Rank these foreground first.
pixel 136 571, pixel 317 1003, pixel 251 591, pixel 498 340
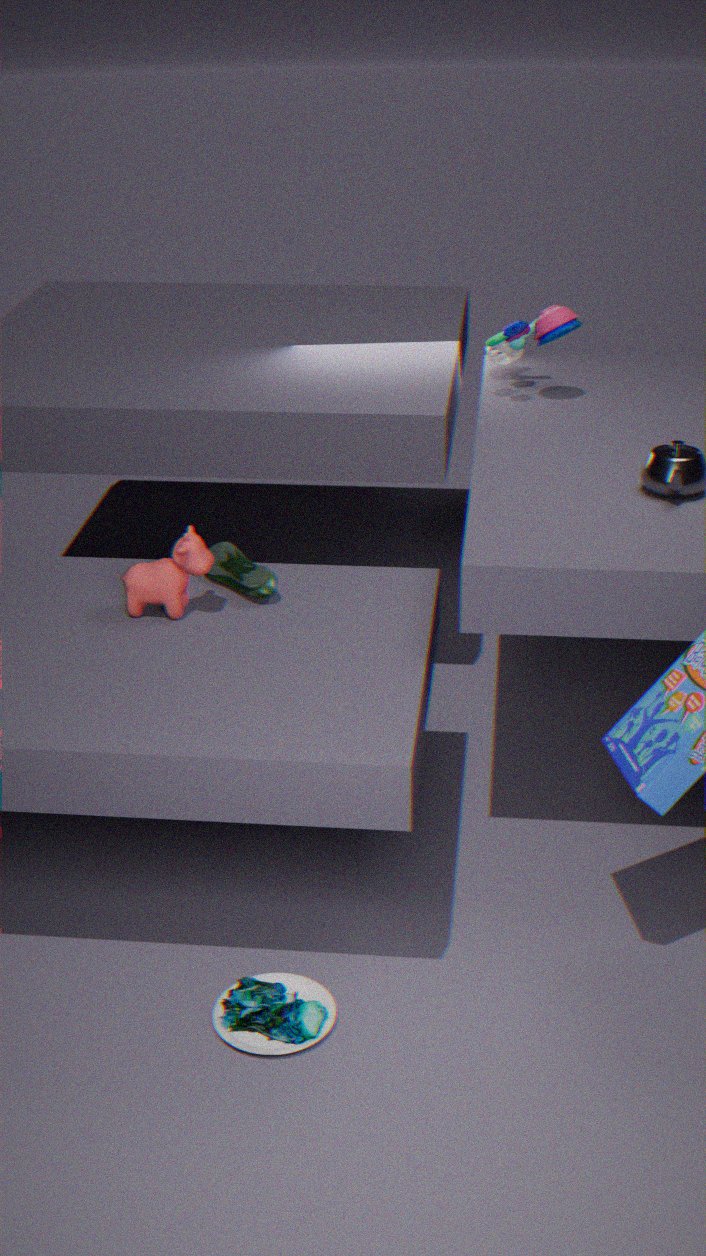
1. pixel 317 1003
2. pixel 136 571
3. pixel 251 591
4. pixel 498 340
